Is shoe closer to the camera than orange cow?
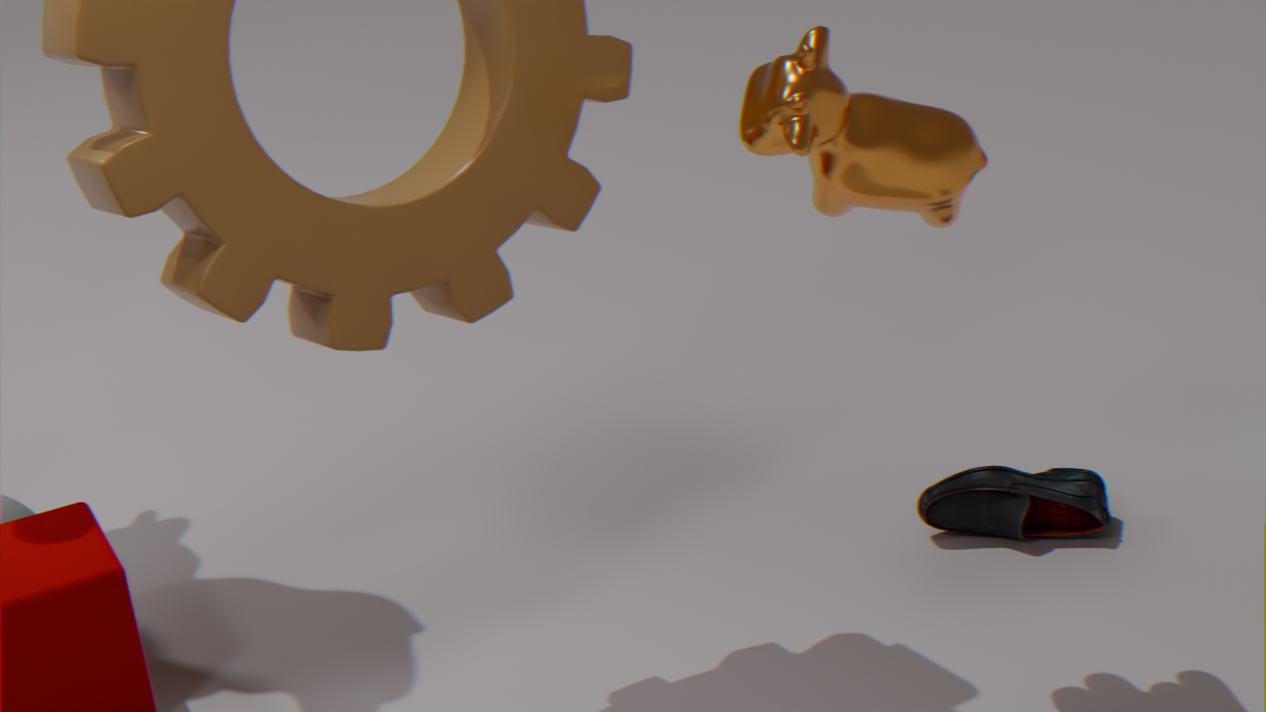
No
